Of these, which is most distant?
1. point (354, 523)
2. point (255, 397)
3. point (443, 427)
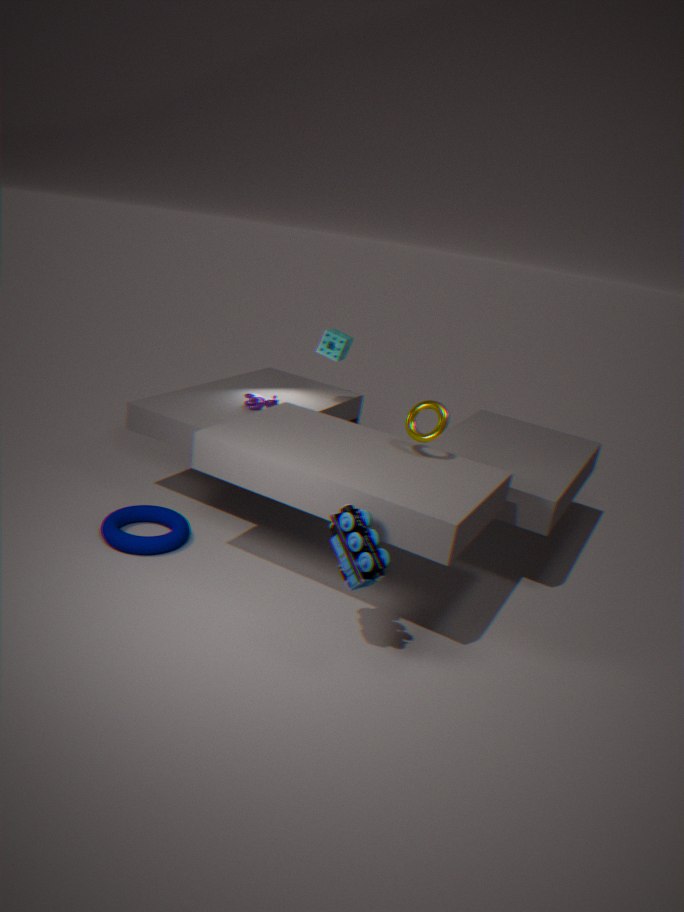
point (255, 397)
